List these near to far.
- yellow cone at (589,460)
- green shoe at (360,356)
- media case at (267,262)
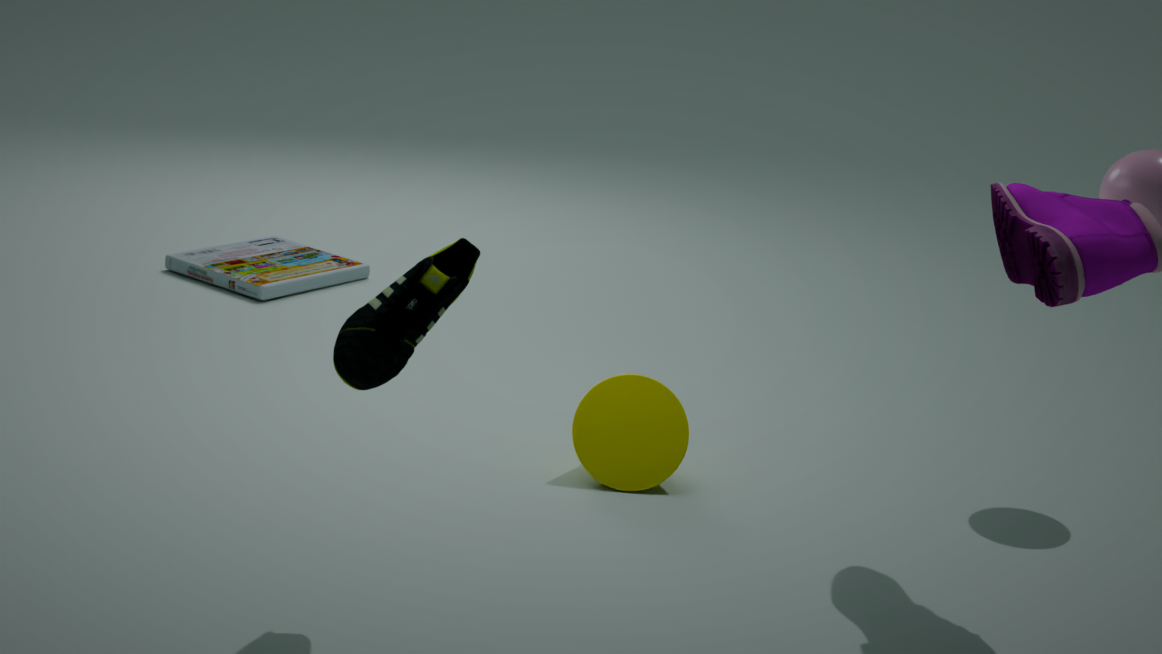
green shoe at (360,356) → yellow cone at (589,460) → media case at (267,262)
